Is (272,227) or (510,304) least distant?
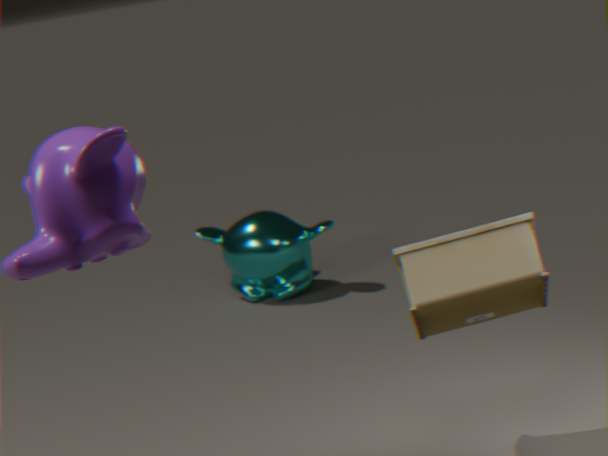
(510,304)
